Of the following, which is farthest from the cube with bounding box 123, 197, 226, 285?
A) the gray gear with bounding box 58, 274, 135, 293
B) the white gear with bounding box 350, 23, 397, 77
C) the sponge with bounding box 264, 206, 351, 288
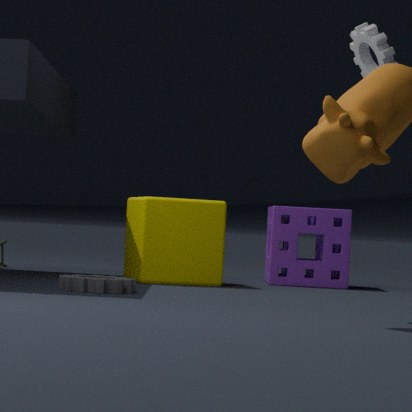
the white gear with bounding box 350, 23, 397, 77
